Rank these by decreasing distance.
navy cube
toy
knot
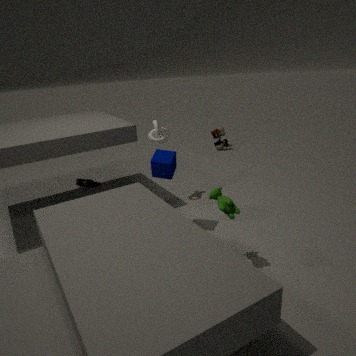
toy
knot
navy cube
